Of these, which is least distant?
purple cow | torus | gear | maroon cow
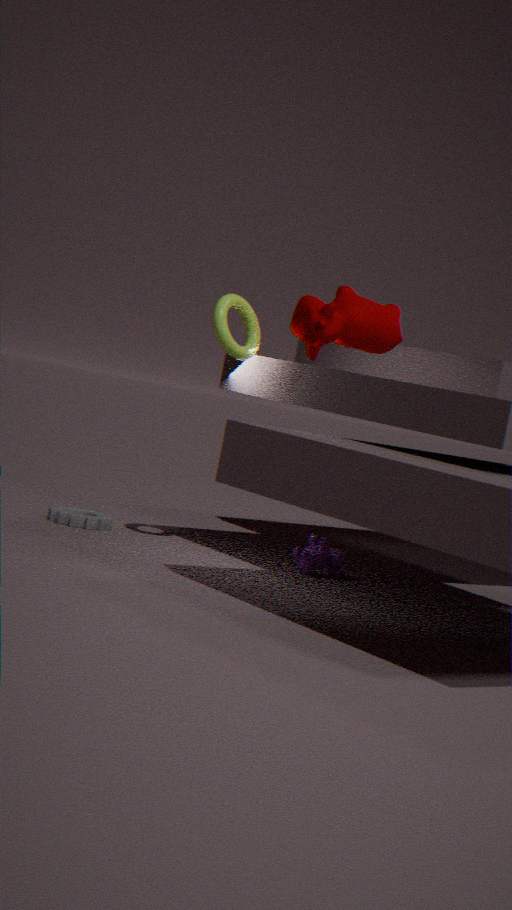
maroon cow
